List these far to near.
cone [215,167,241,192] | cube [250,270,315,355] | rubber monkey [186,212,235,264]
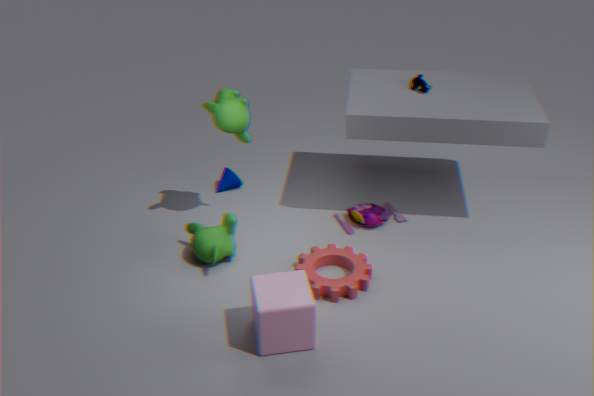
cone [215,167,241,192] < rubber monkey [186,212,235,264] < cube [250,270,315,355]
